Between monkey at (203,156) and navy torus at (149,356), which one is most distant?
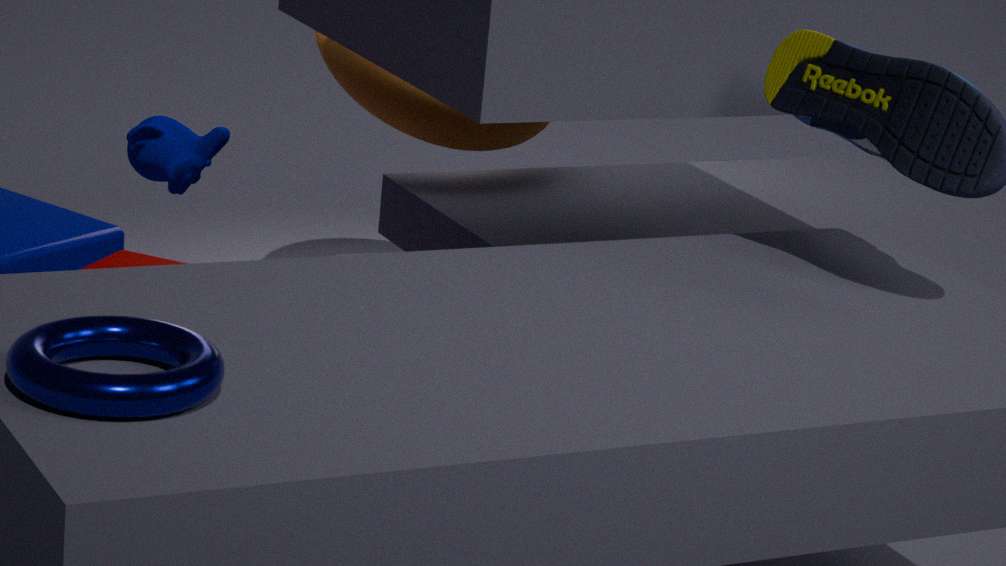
monkey at (203,156)
